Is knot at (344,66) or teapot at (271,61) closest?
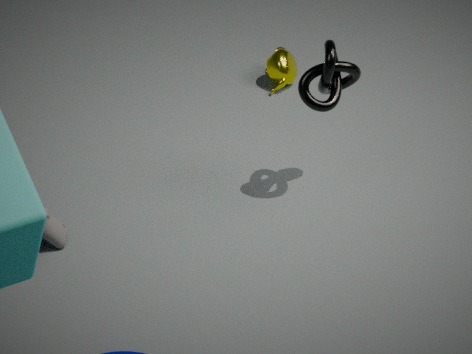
knot at (344,66)
